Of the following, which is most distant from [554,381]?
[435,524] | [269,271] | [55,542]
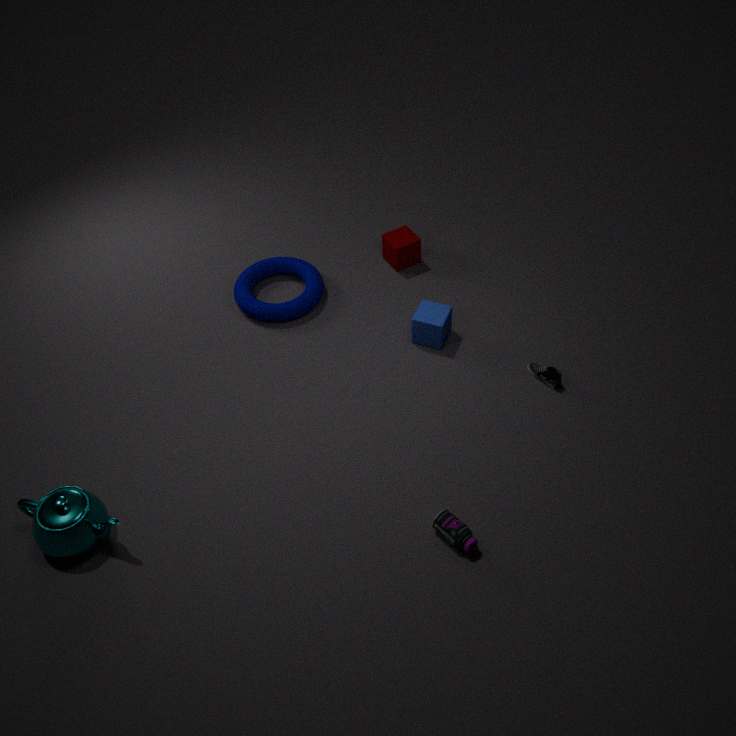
[55,542]
